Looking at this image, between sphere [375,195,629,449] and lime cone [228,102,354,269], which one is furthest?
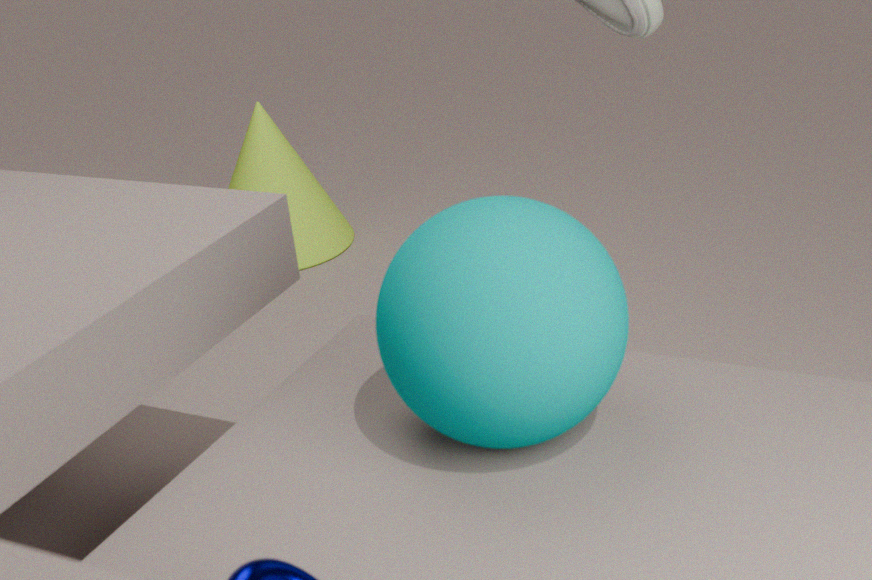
lime cone [228,102,354,269]
